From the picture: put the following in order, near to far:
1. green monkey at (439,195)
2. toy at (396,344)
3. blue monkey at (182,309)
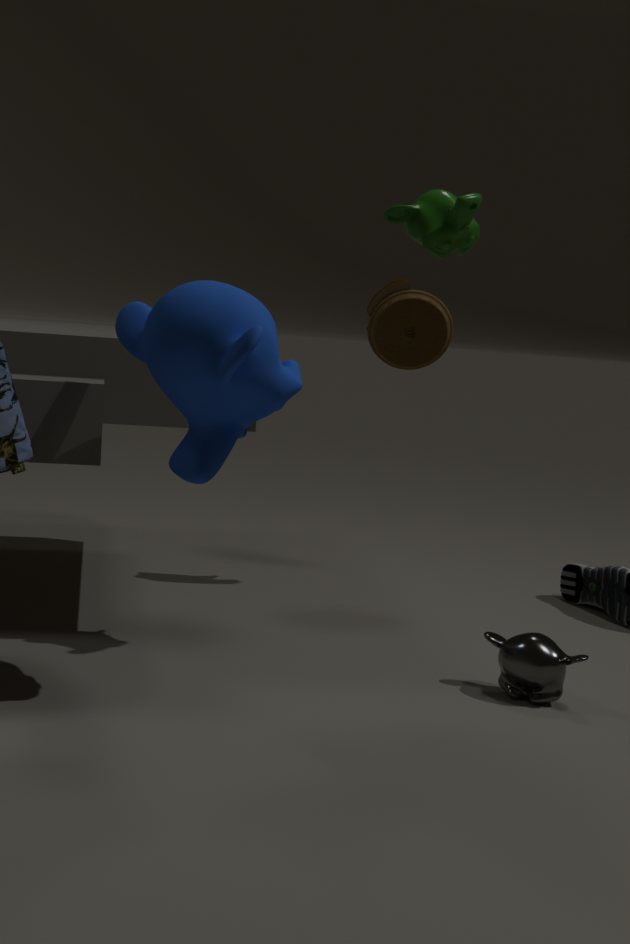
blue monkey at (182,309)
green monkey at (439,195)
toy at (396,344)
